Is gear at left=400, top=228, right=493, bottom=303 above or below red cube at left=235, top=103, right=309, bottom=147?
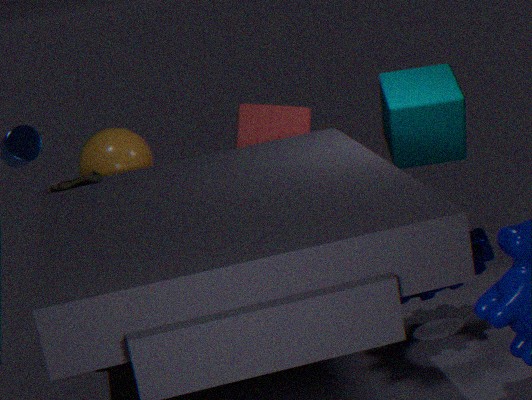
below
